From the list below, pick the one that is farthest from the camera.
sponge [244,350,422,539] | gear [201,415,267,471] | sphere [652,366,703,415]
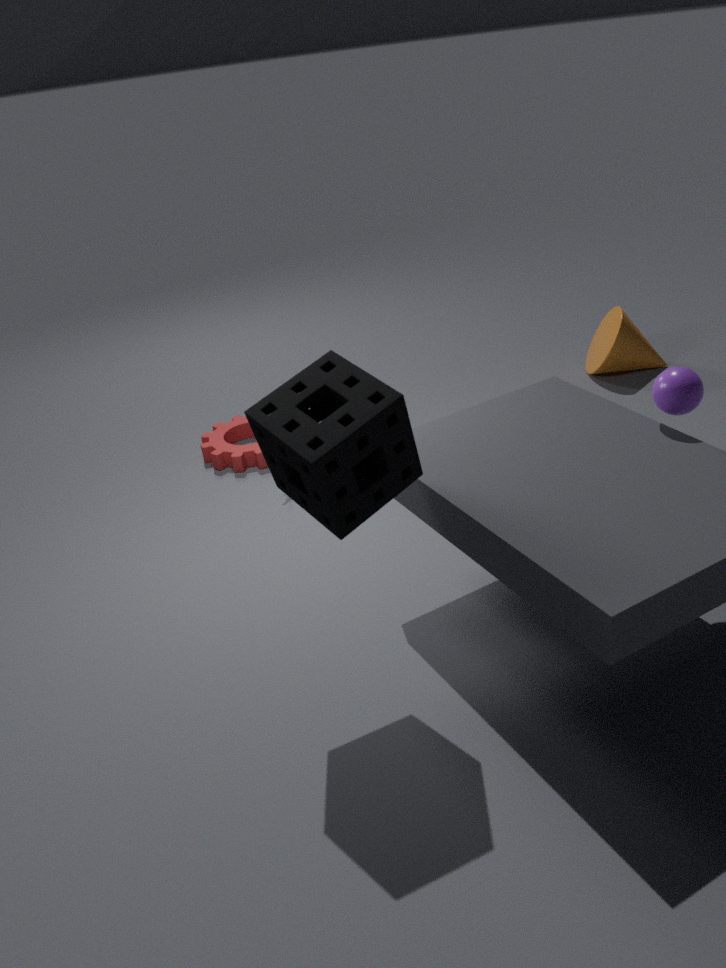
gear [201,415,267,471]
